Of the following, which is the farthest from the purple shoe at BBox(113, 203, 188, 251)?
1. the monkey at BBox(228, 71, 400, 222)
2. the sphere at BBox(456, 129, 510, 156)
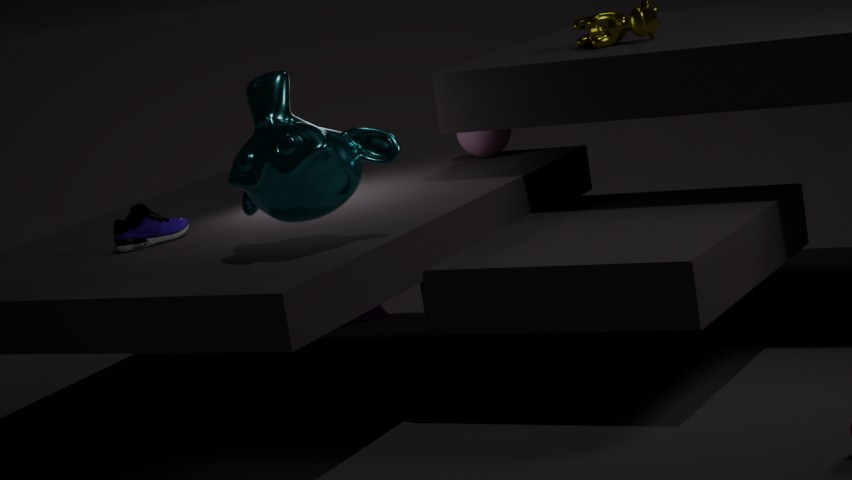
the sphere at BBox(456, 129, 510, 156)
